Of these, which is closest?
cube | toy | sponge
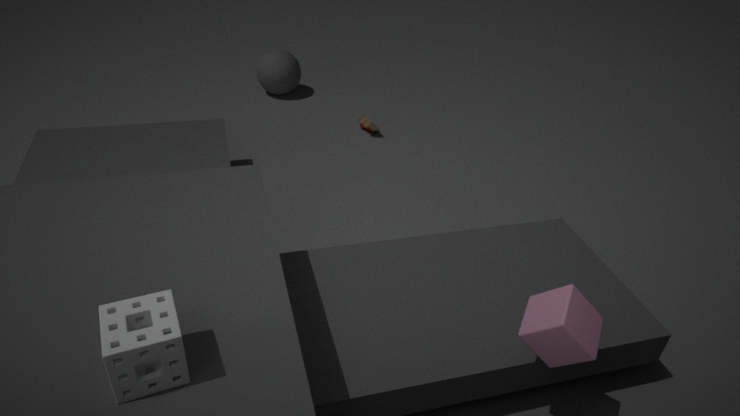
sponge
